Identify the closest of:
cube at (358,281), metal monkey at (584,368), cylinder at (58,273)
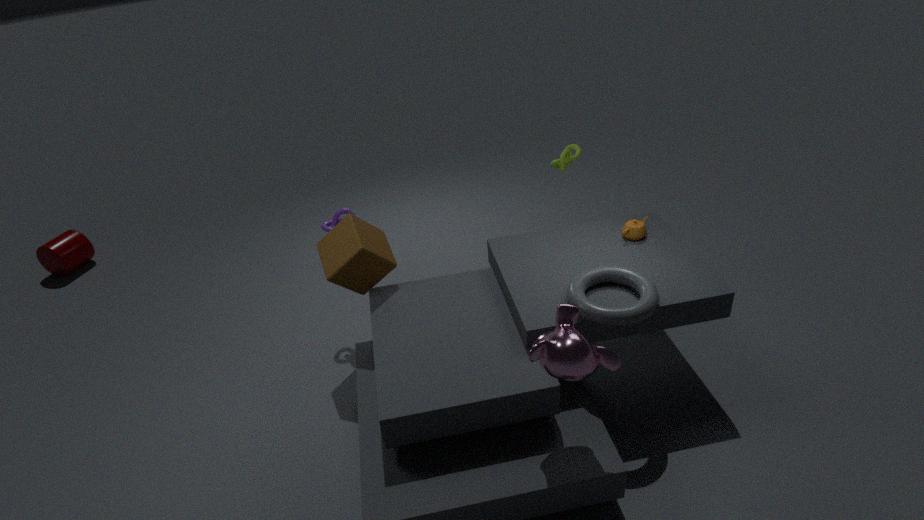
metal monkey at (584,368)
